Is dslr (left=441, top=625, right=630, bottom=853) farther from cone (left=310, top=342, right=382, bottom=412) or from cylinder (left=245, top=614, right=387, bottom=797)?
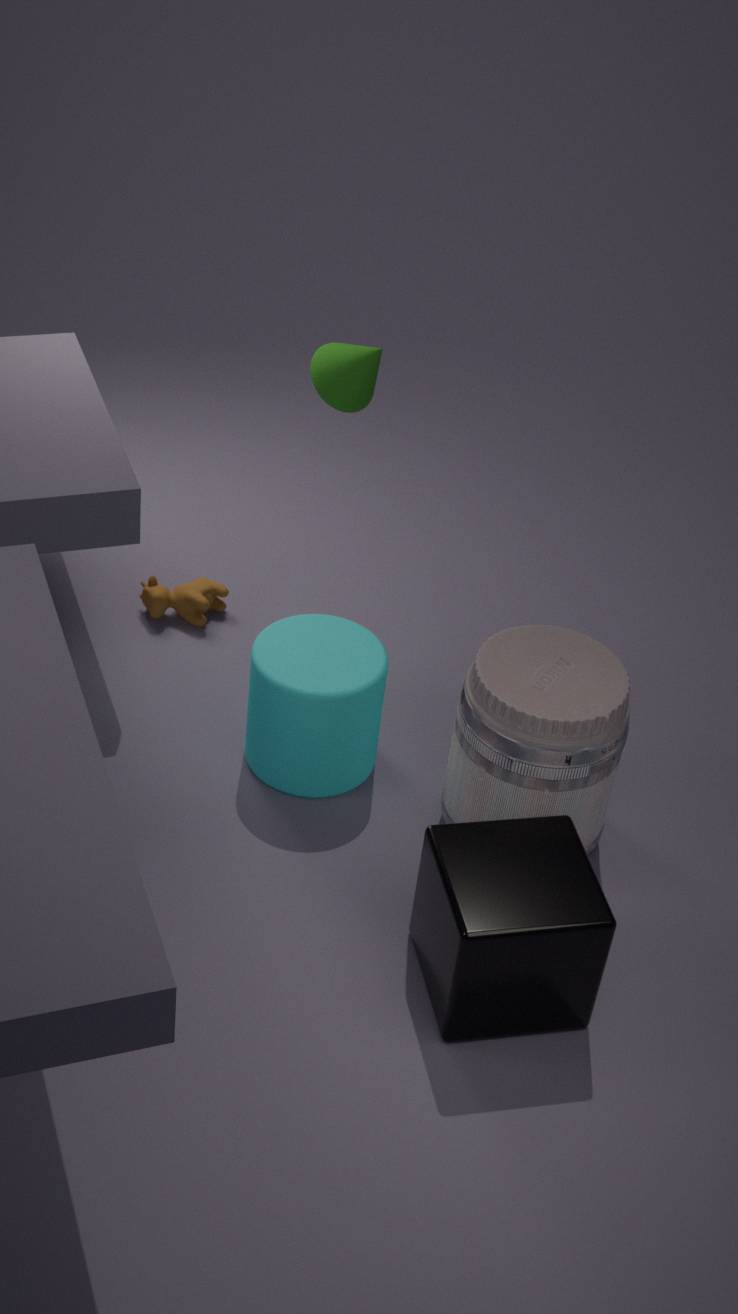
cone (left=310, top=342, right=382, bottom=412)
